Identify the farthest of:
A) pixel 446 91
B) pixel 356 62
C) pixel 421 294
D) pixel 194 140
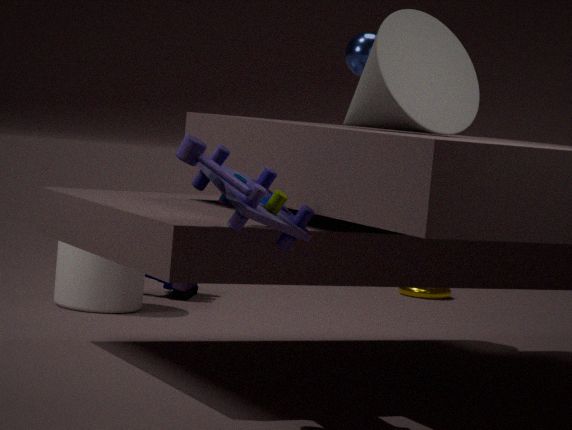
pixel 421 294
